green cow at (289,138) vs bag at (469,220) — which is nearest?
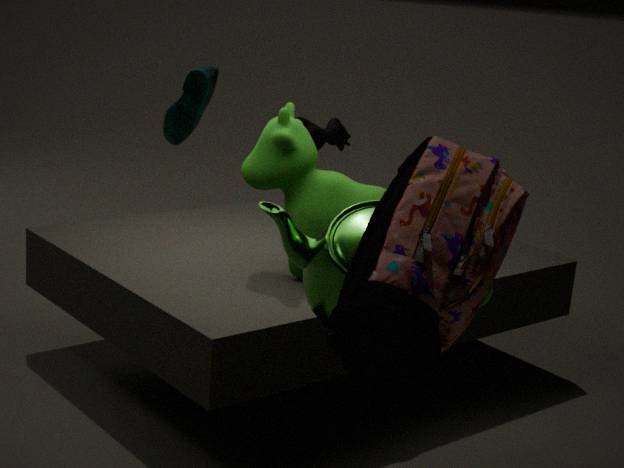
bag at (469,220)
